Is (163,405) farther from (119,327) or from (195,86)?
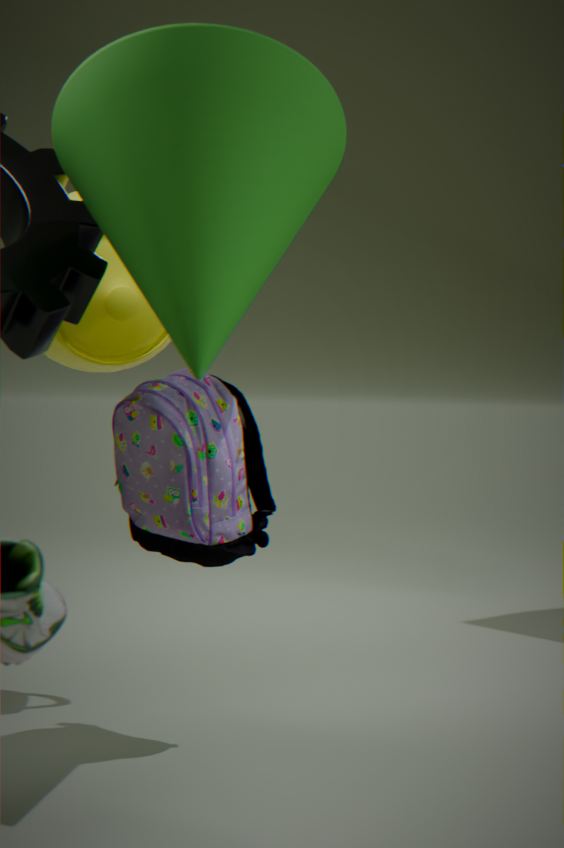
(195,86)
